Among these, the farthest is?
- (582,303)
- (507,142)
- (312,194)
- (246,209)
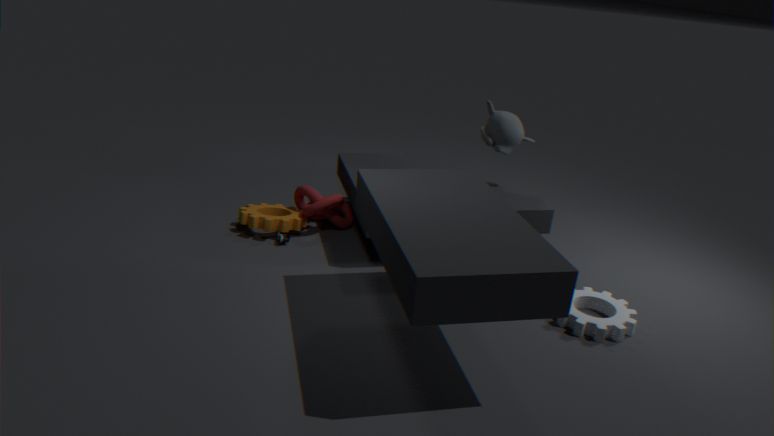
(312,194)
